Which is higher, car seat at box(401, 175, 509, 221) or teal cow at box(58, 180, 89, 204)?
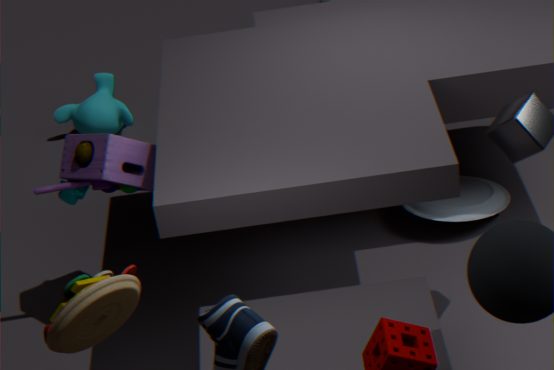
teal cow at box(58, 180, 89, 204)
